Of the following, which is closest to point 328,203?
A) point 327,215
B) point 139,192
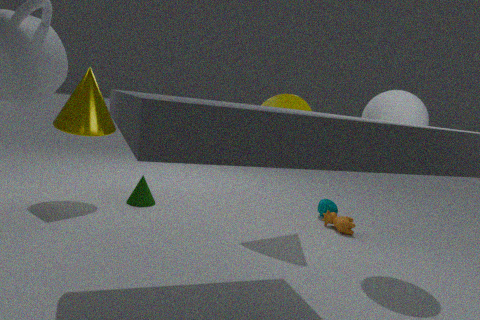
point 327,215
